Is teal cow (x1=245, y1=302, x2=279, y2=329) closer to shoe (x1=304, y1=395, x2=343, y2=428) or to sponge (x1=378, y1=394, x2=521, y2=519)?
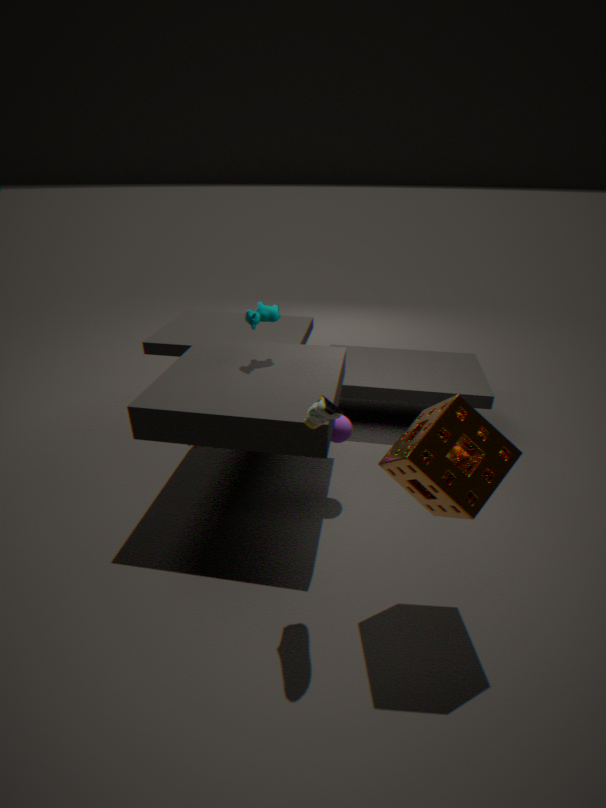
shoe (x1=304, y1=395, x2=343, y2=428)
